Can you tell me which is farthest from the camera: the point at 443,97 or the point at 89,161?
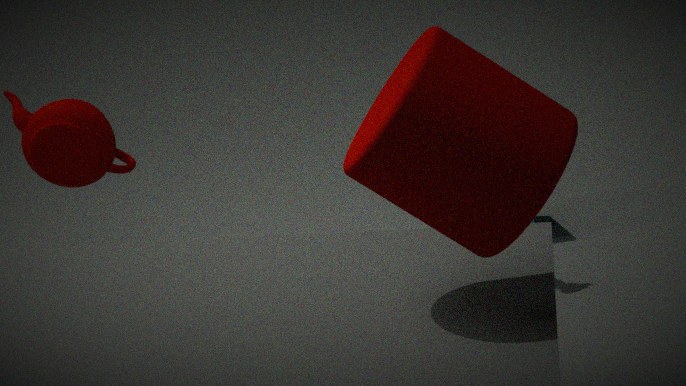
the point at 89,161
